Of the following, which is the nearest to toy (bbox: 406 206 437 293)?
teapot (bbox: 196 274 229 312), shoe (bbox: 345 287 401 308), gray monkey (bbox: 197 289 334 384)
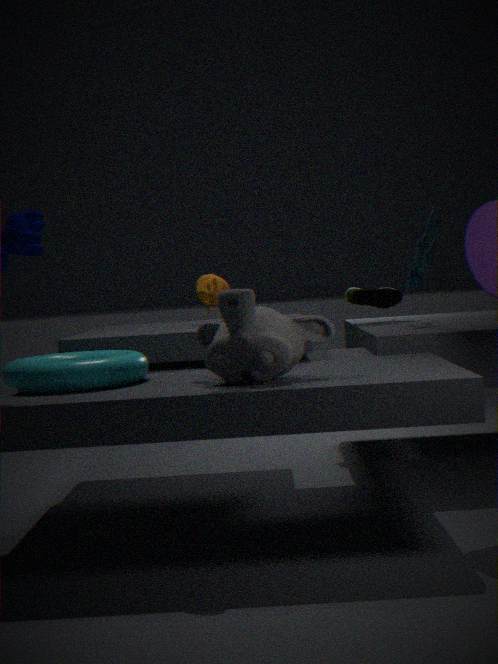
shoe (bbox: 345 287 401 308)
